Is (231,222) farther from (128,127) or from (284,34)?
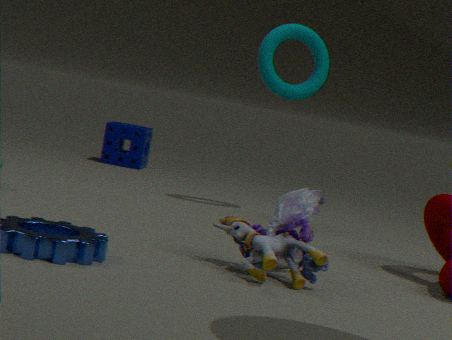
(128,127)
